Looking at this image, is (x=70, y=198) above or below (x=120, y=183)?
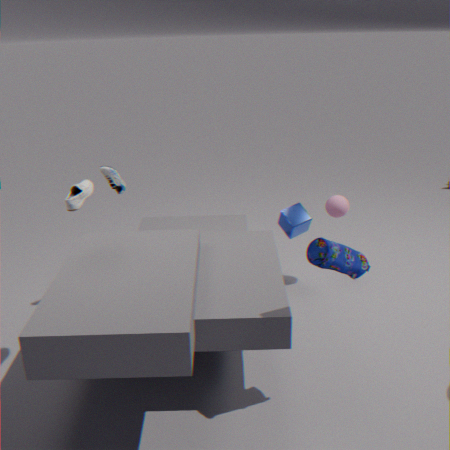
above
